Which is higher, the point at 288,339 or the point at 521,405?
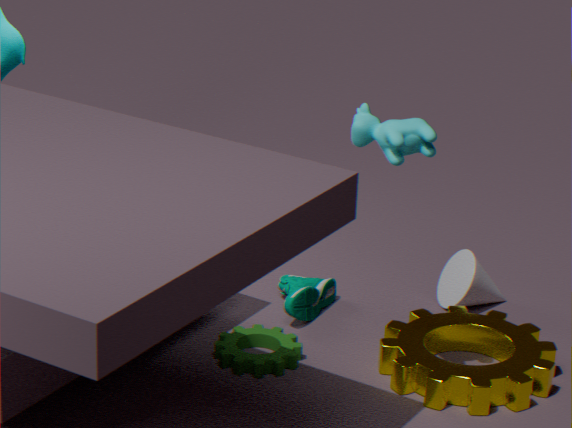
the point at 521,405
